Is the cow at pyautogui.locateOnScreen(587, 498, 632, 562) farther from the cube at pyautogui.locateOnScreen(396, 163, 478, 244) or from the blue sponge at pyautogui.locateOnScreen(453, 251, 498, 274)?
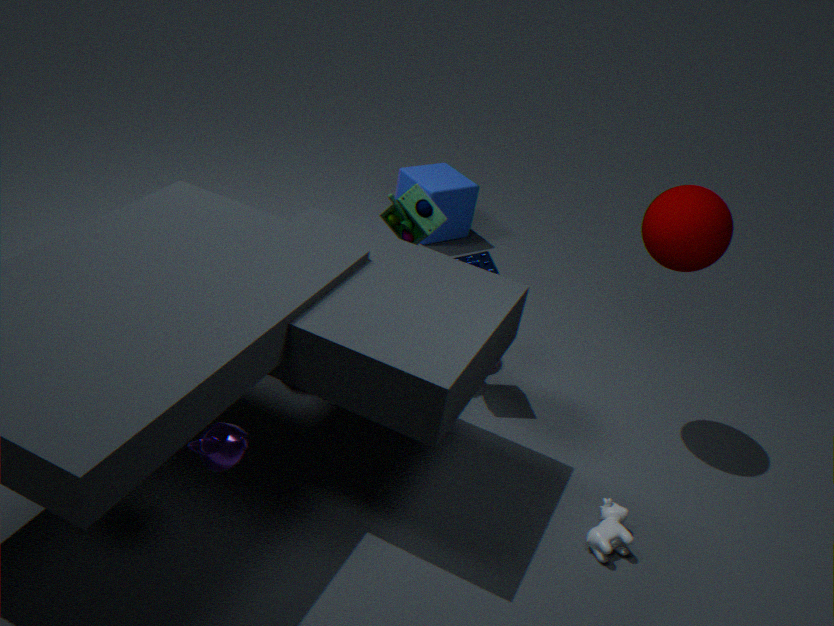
the cube at pyautogui.locateOnScreen(396, 163, 478, 244)
